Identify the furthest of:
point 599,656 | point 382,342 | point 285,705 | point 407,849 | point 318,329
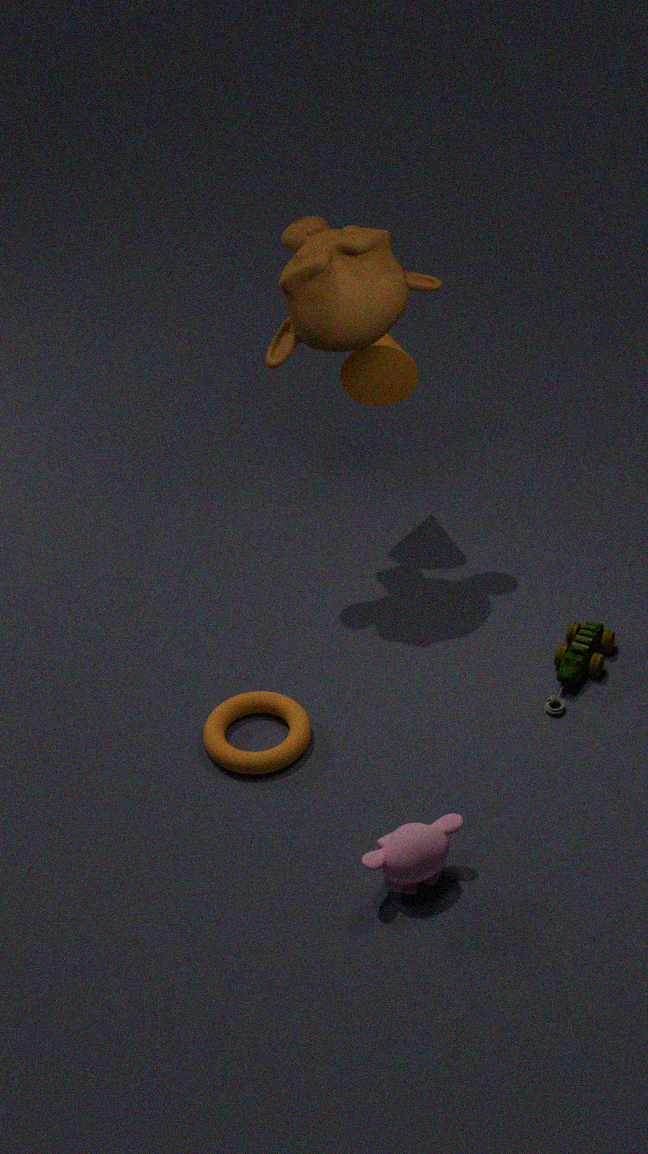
point 382,342
